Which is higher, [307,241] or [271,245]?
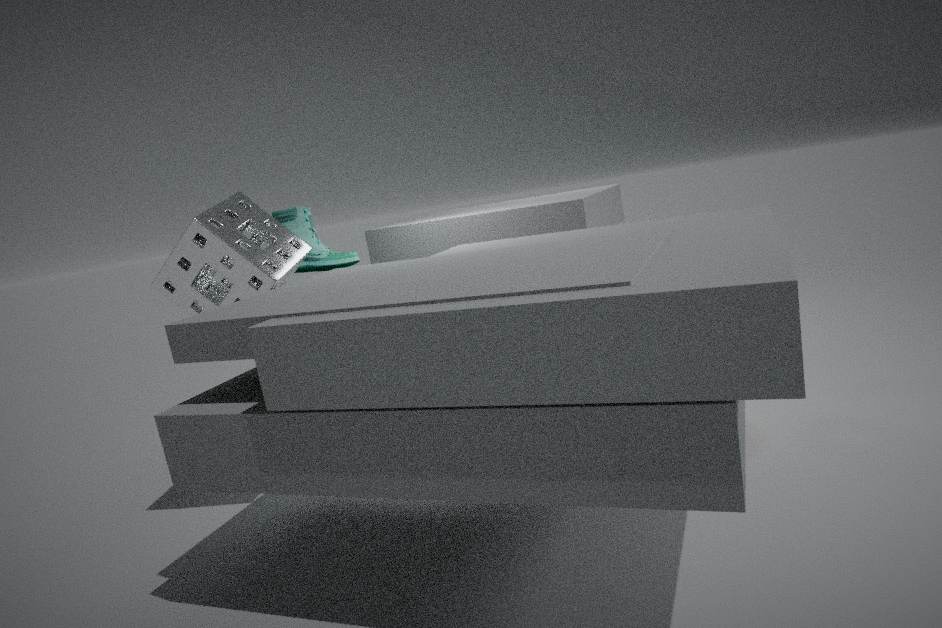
[271,245]
